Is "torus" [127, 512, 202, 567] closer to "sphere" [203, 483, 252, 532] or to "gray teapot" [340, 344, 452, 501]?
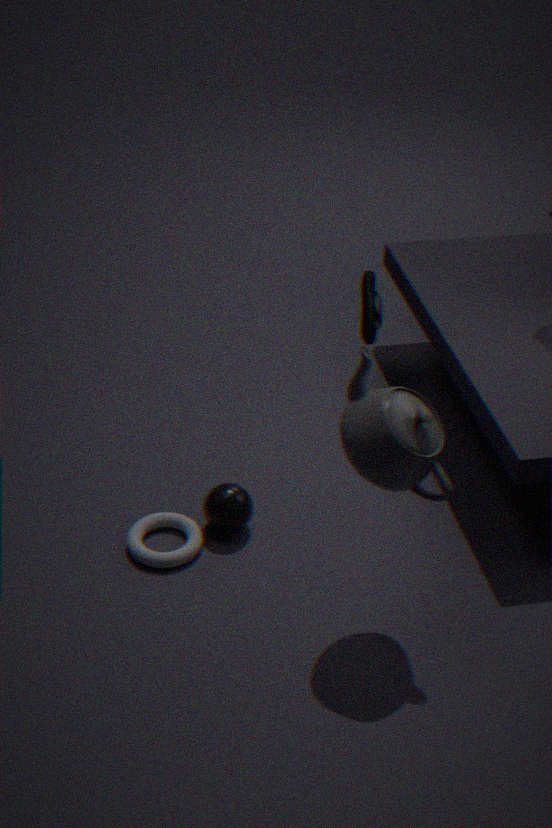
"sphere" [203, 483, 252, 532]
